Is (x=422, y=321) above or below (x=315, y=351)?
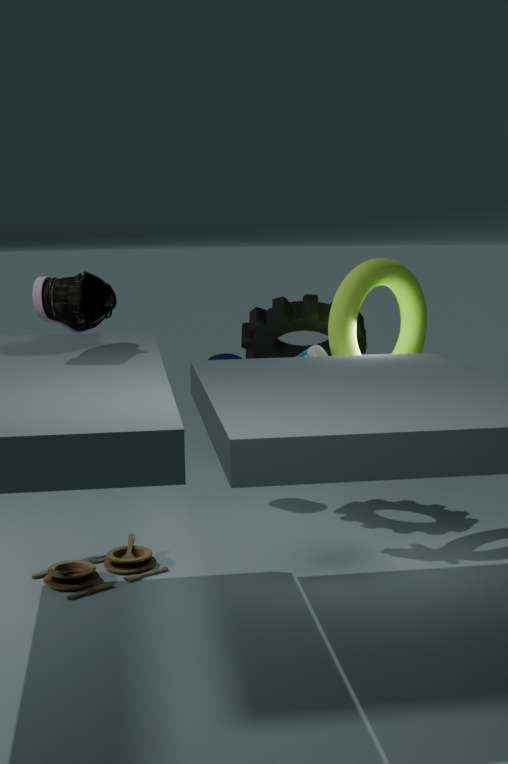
above
